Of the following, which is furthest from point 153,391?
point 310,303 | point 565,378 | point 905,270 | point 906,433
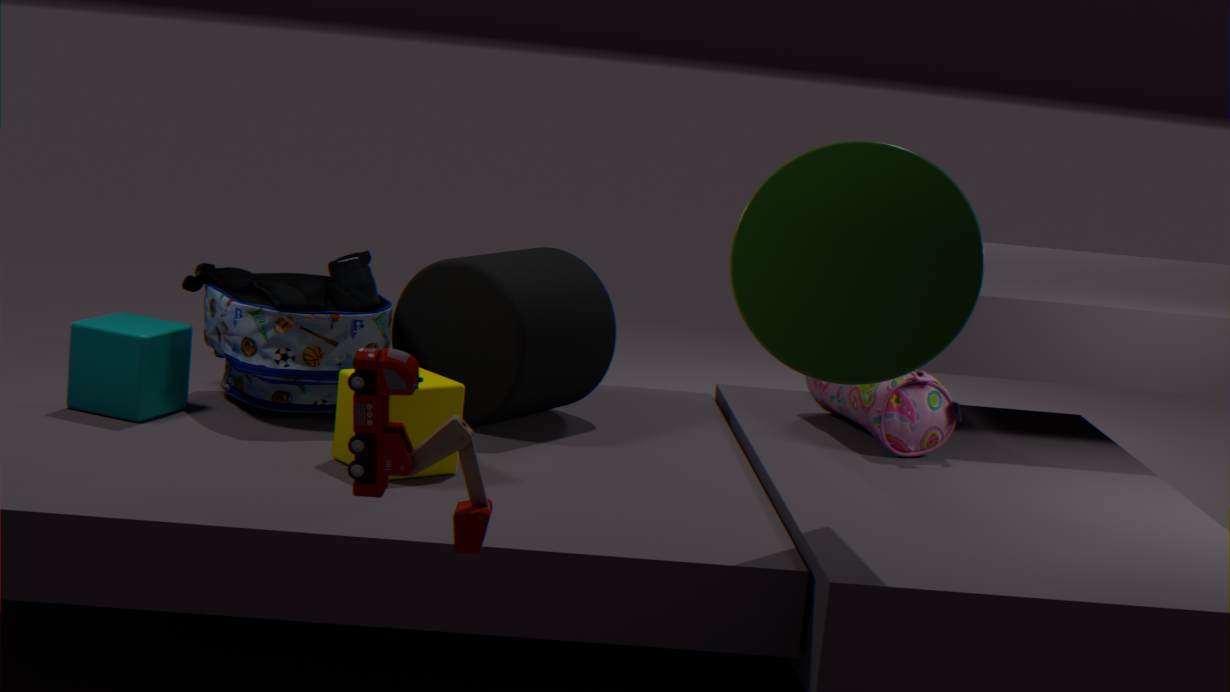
point 906,433
